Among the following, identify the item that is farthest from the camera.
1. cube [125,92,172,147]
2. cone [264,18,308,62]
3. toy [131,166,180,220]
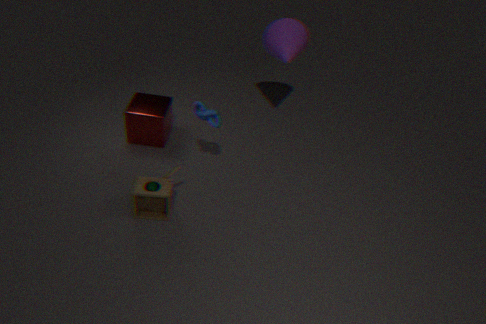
cone [264,18,308,62]
